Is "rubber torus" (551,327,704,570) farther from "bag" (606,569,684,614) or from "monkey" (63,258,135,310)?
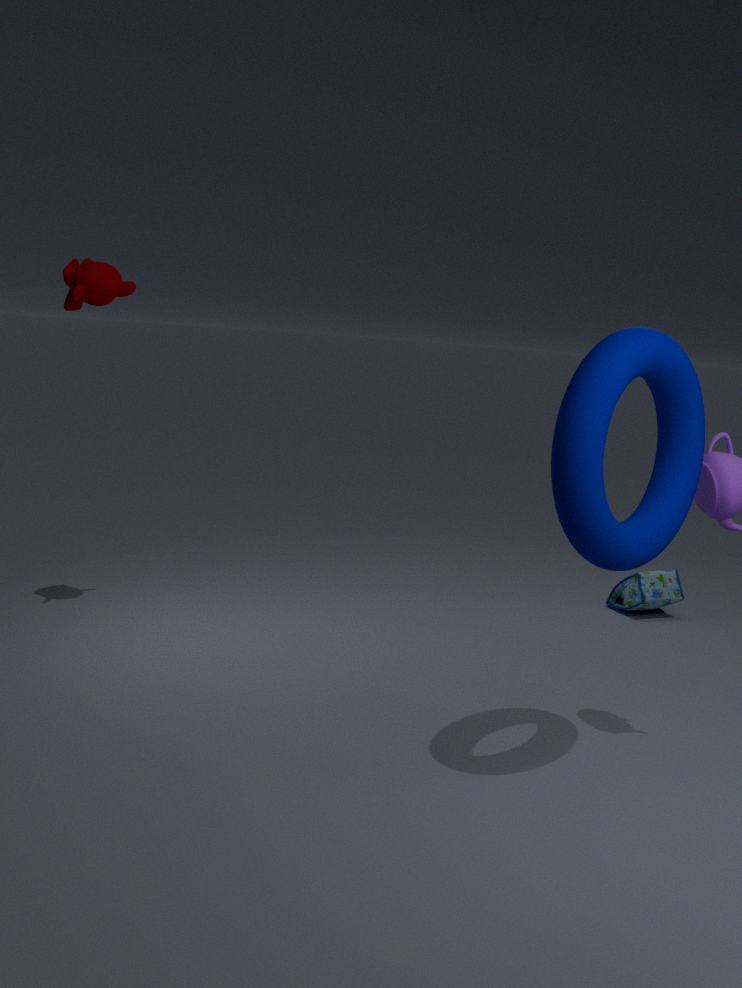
"bag" (606,569,684,614)
